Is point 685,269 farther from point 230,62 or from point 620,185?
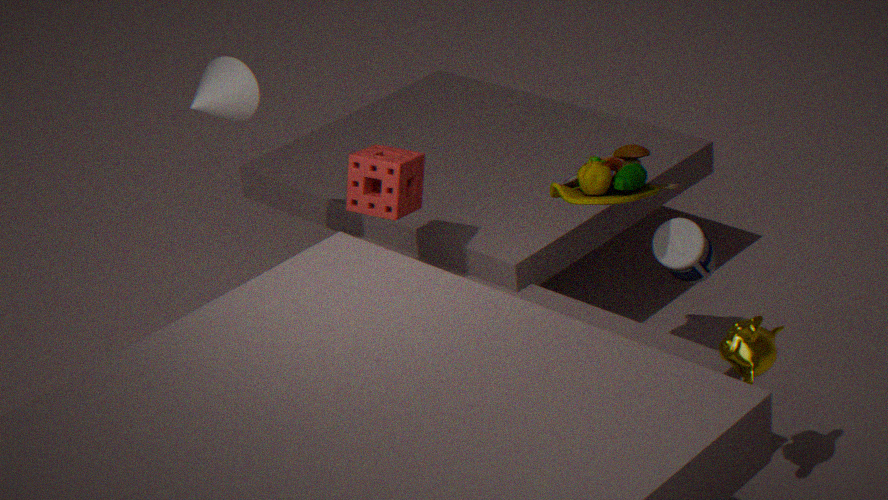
point 230,62
